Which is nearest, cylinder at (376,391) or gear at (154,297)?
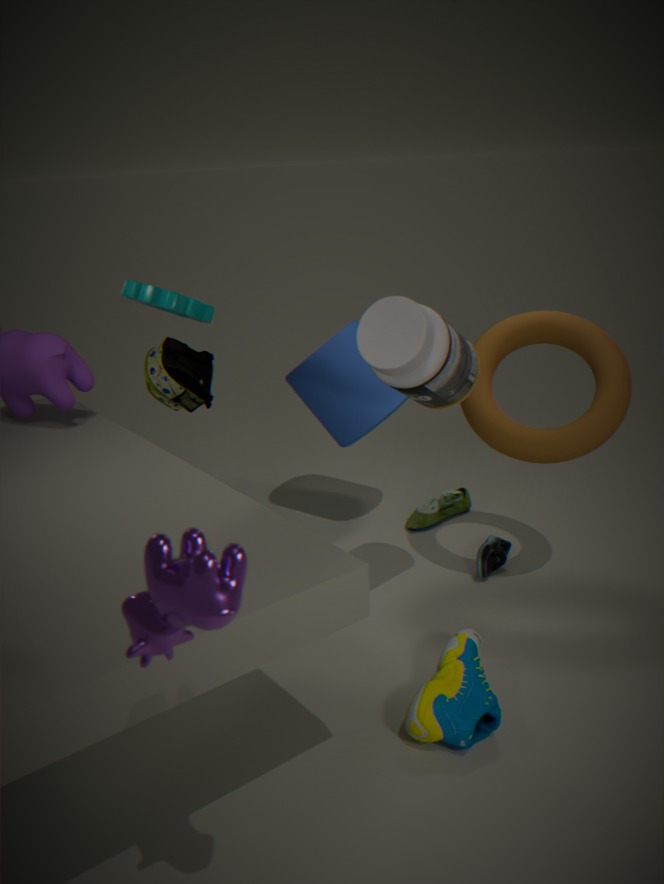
gear at (154,297)
